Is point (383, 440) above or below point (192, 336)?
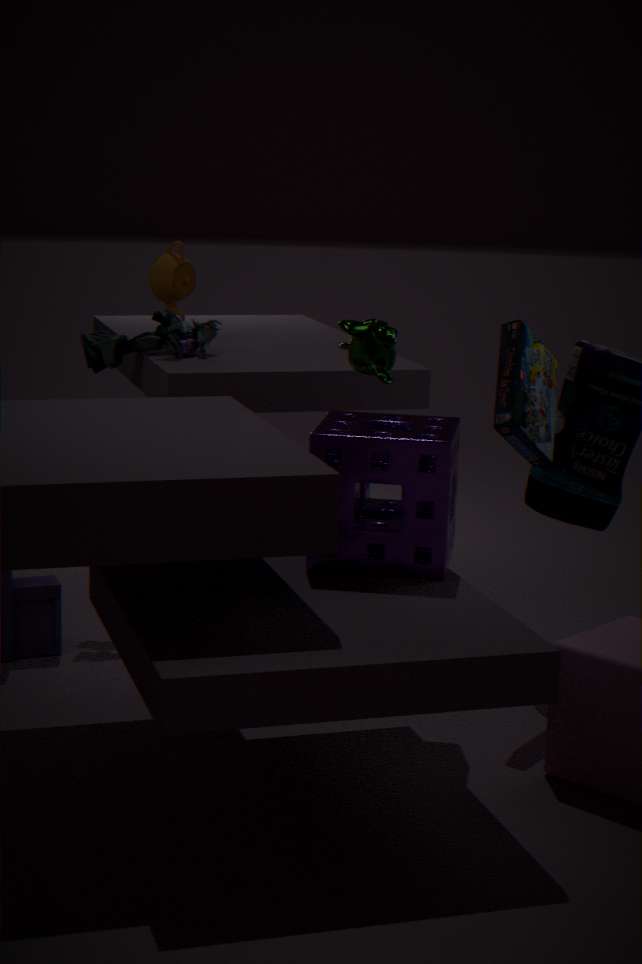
below
